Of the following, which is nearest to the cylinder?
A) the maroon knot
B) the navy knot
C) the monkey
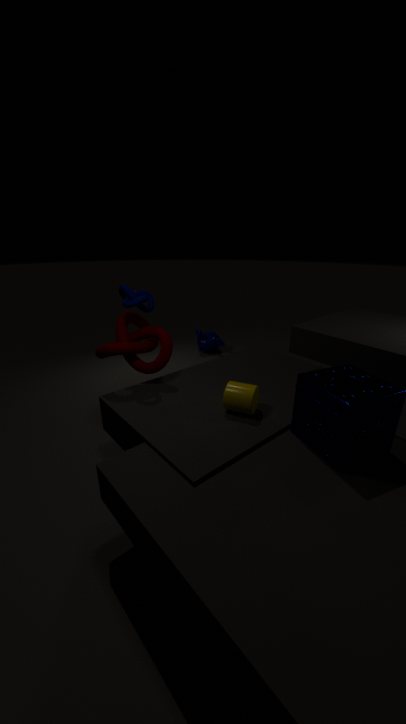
the maroon knot
